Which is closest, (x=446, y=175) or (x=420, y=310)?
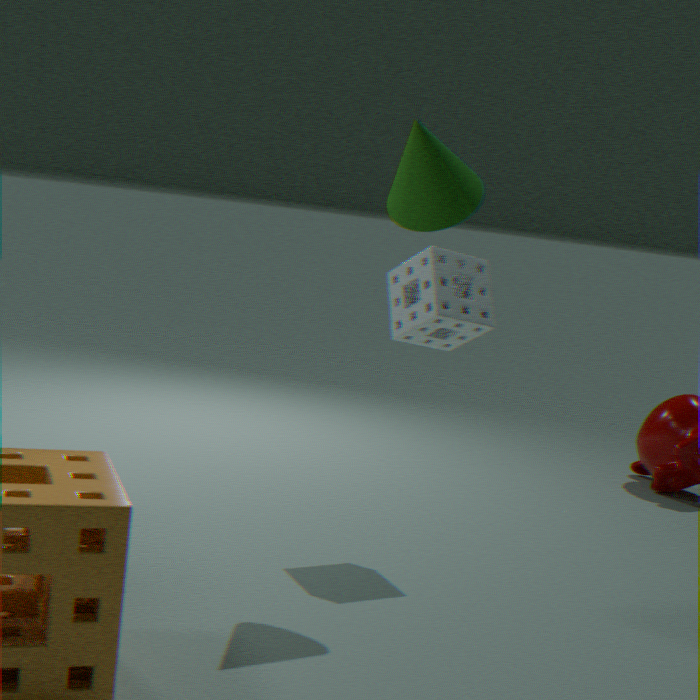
(x=446, y=175)
